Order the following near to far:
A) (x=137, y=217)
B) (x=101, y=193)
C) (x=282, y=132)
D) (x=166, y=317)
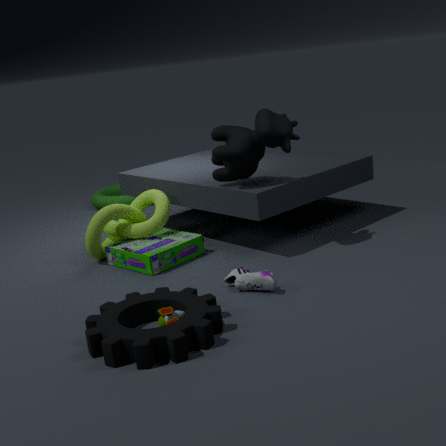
(x=166, y=317) → (x=282, y=132) → (x=137, y=217) → (x=101, y=193)
